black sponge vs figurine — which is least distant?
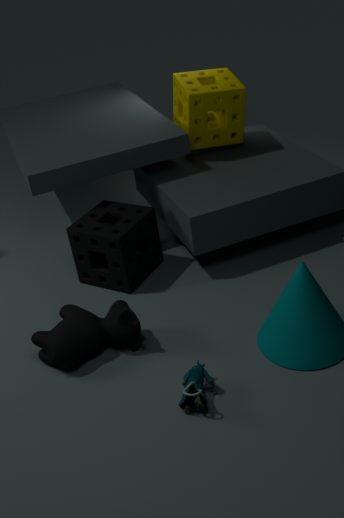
figurine
